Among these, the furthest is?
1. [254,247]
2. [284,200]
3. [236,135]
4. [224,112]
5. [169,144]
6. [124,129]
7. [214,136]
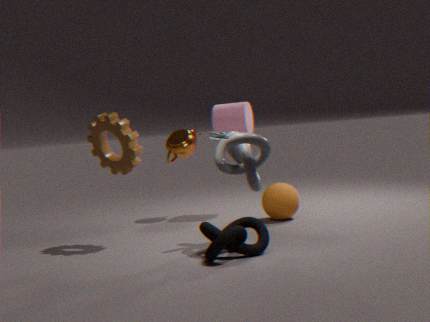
[169,144]
